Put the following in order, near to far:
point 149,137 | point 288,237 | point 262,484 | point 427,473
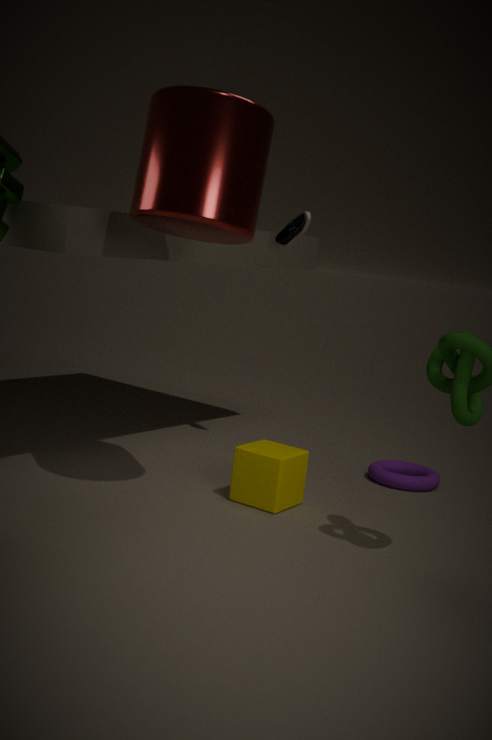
point 149,137
point 262,484
point 288,237
point 427,473
